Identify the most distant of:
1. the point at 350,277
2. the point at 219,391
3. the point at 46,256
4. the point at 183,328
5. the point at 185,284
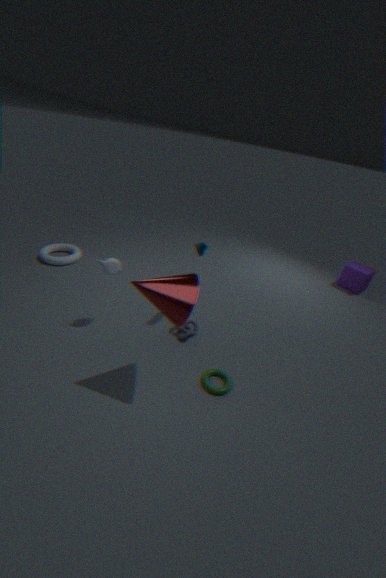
the point at 350,277
